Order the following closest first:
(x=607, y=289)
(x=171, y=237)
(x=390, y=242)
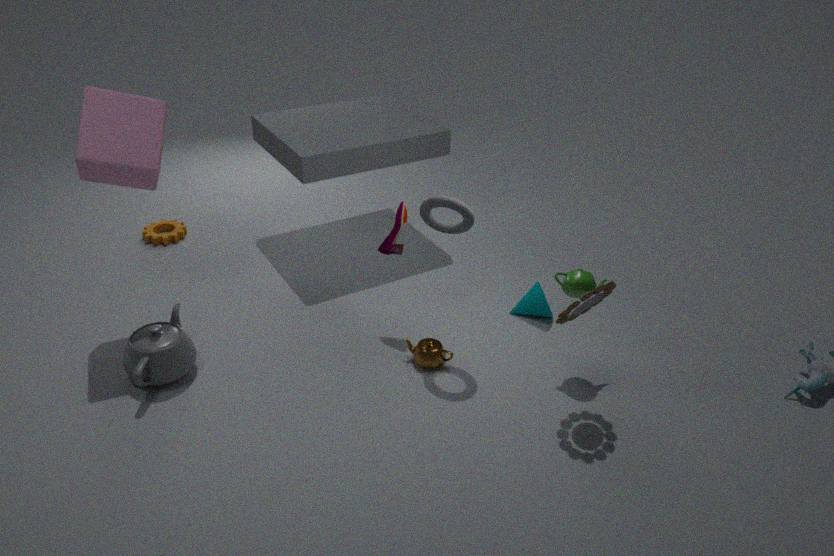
1. (x=607, y=289)
2. (x=390, y=242)
3. (x=171, y=237)
